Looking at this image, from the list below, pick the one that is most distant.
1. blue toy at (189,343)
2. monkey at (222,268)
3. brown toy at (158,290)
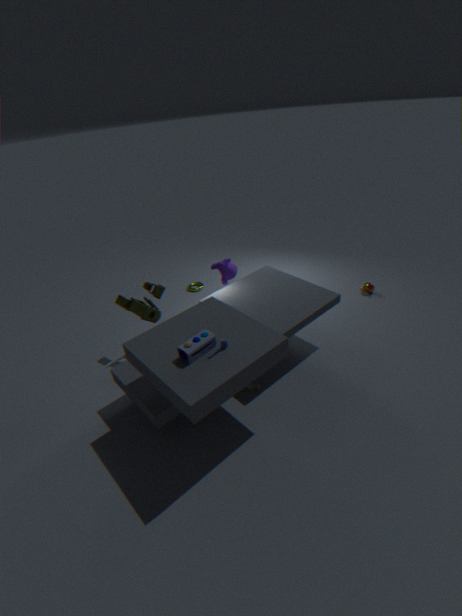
monkey at (222,268)
